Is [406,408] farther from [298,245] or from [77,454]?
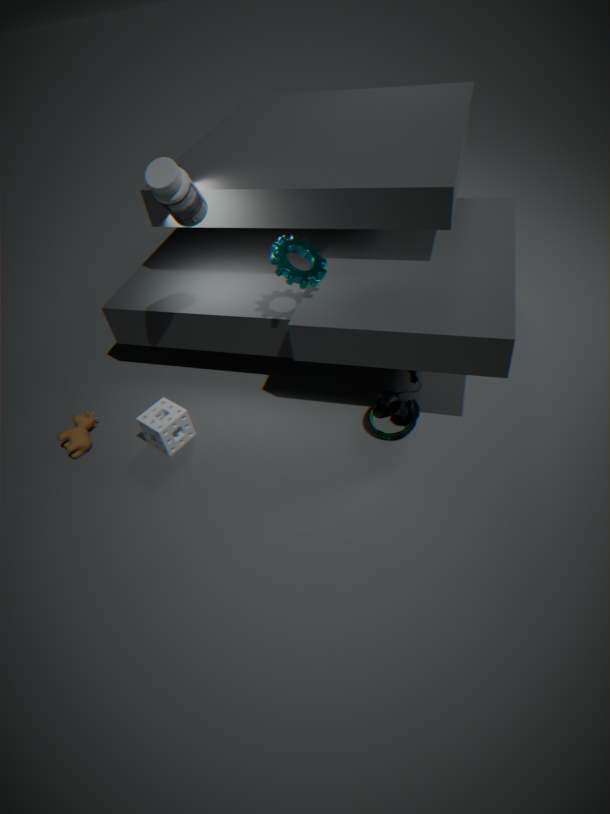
[77,454]
